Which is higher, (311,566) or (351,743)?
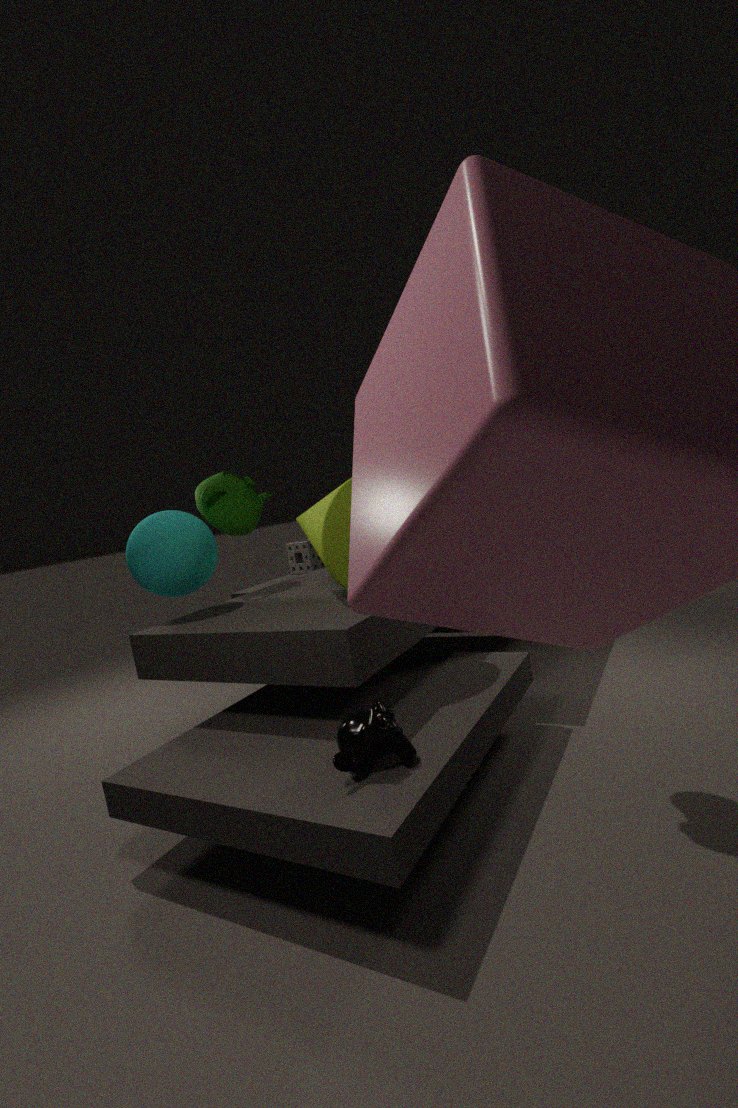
(311,566)
